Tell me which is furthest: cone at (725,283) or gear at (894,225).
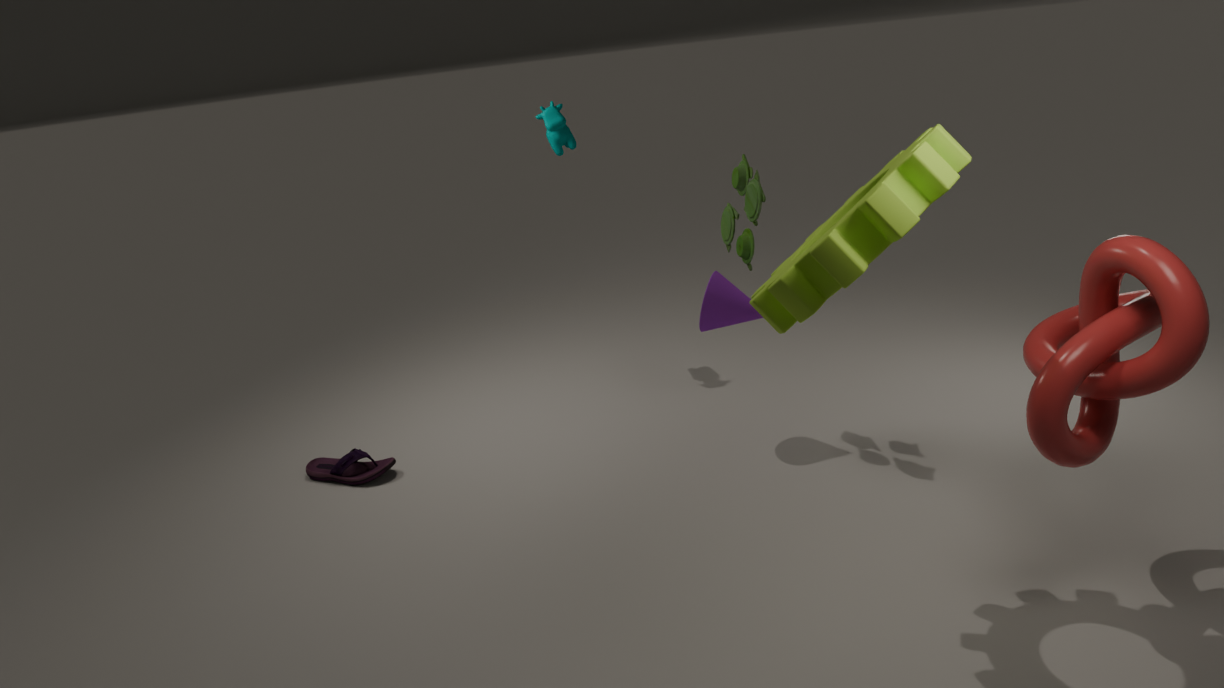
cone at (725,283)
